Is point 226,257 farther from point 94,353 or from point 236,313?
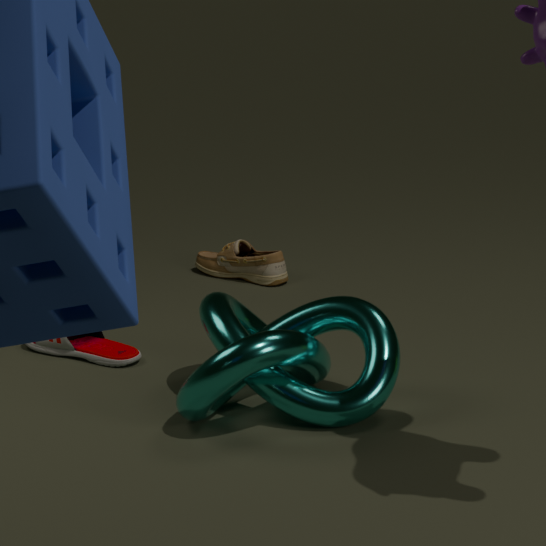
point 236,313
